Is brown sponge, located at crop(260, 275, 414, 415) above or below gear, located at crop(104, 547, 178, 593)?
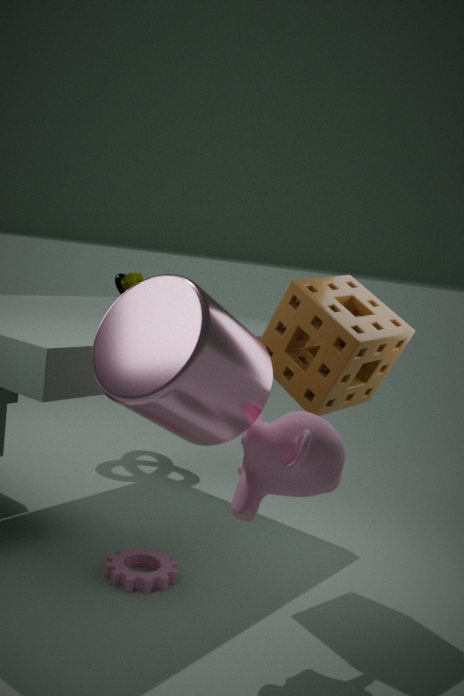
above
